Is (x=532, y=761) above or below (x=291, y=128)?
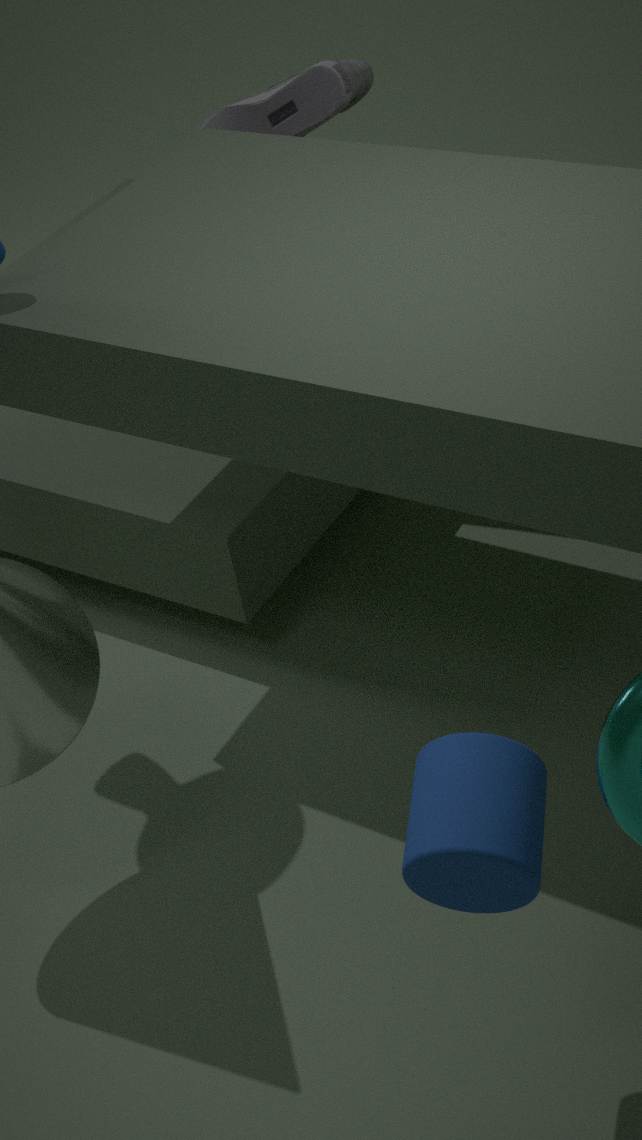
below
